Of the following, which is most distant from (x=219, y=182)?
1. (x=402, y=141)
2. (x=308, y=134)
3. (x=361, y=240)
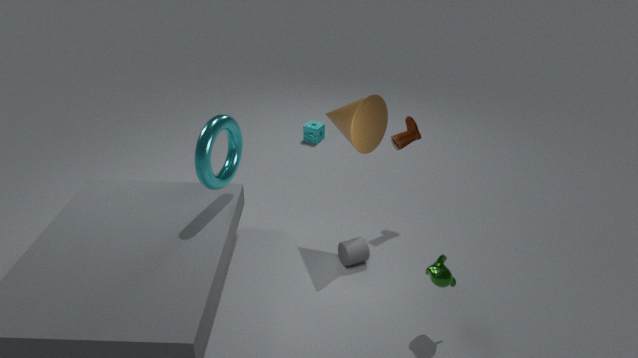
(x=308, y=134)
